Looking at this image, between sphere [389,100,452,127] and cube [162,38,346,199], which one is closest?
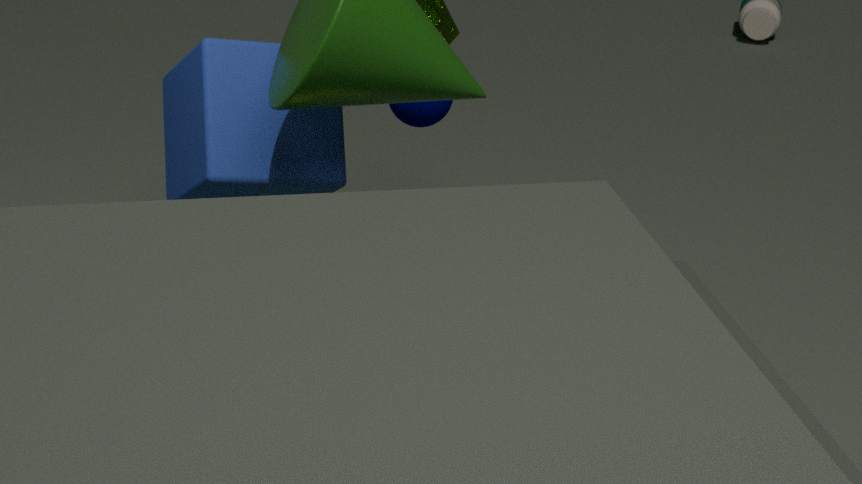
cube [162,38,346,199]
